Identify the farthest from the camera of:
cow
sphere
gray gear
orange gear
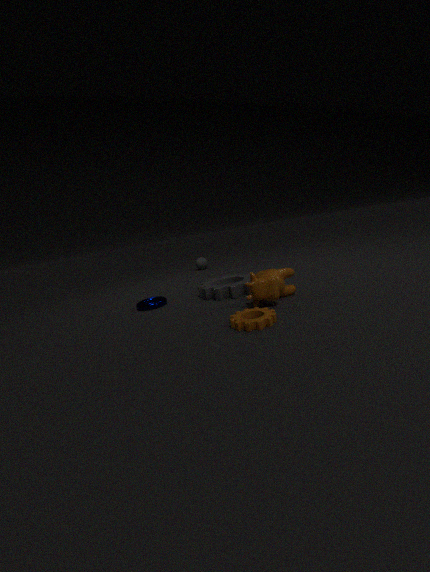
sphere
